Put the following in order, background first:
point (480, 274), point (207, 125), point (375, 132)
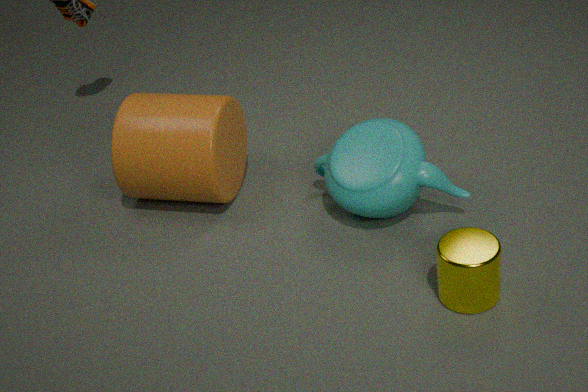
point (207, 125)
point (375, 132)
point (480, 274)
